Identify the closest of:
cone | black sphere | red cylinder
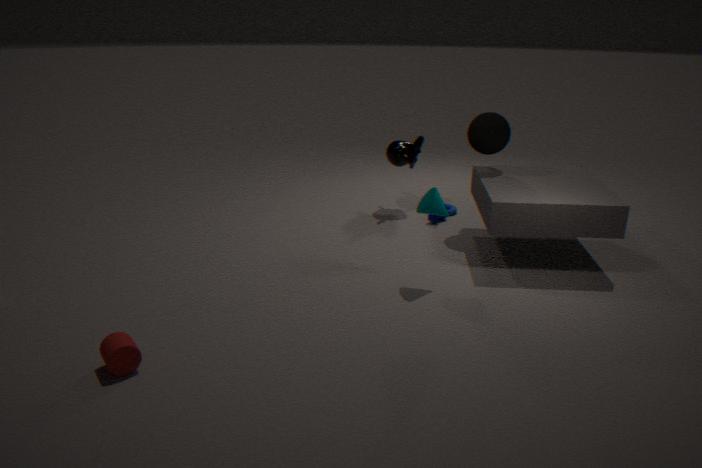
red cylinder
